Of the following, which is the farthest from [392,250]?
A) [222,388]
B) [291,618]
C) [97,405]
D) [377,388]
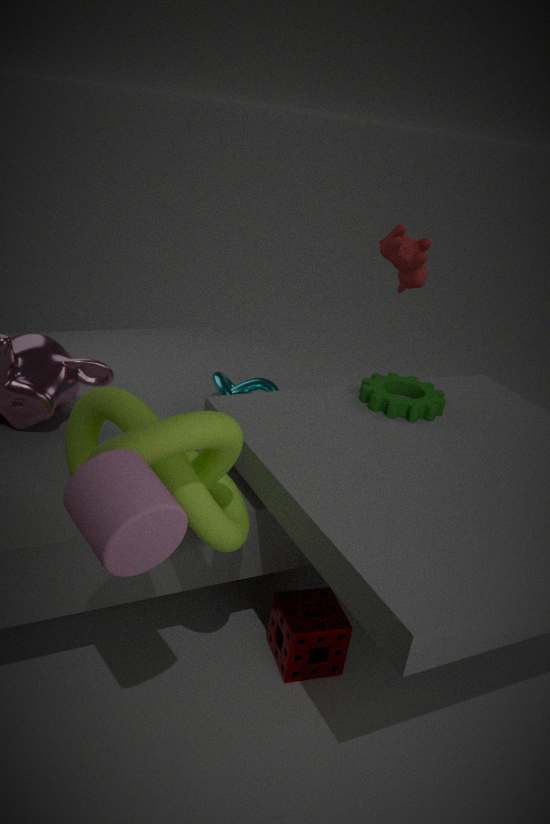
[291,618]
